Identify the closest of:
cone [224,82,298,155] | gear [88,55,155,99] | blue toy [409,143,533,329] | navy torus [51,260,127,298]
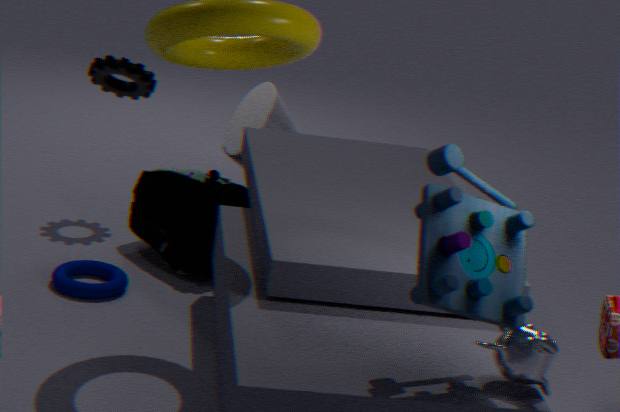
blue toy [409,143,533,329]
